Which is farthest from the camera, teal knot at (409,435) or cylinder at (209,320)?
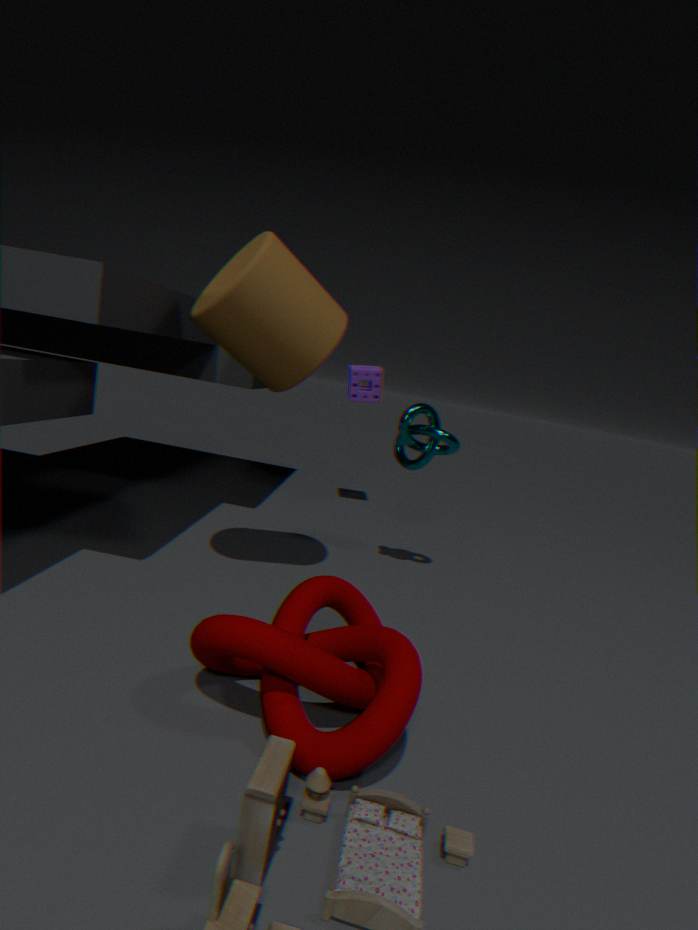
teal knot at (409,435)
